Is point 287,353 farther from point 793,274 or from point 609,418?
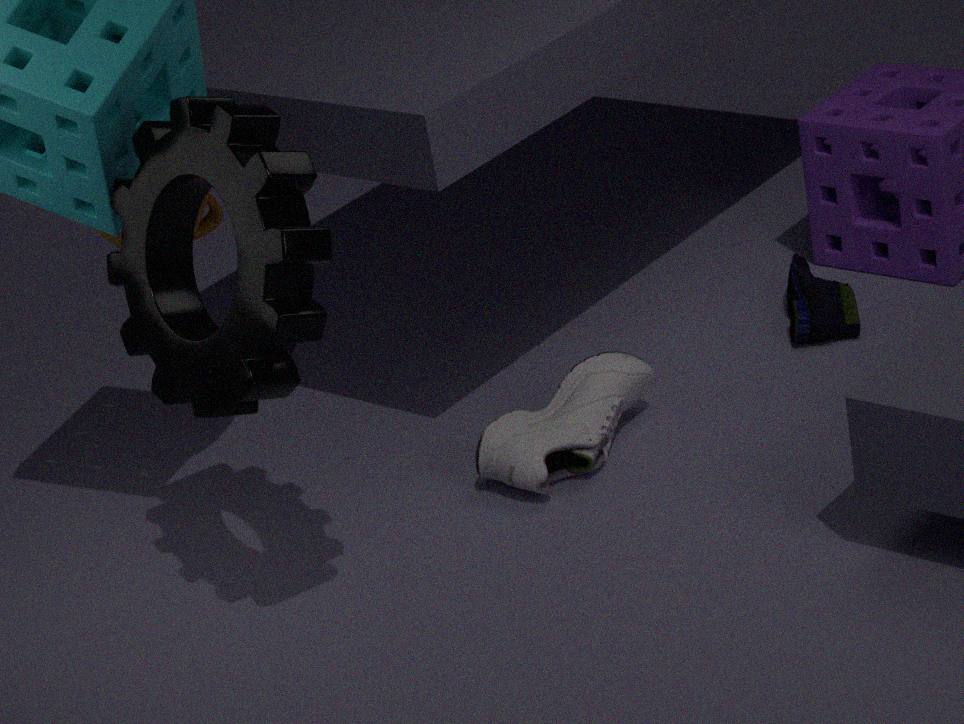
point 793,274
